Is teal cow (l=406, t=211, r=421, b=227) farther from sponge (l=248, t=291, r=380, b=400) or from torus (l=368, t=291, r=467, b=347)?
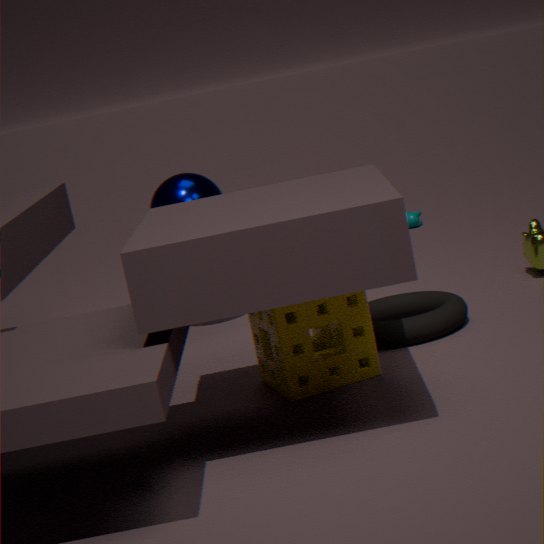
sponge (l=248, t=291, r=380, b=400)
